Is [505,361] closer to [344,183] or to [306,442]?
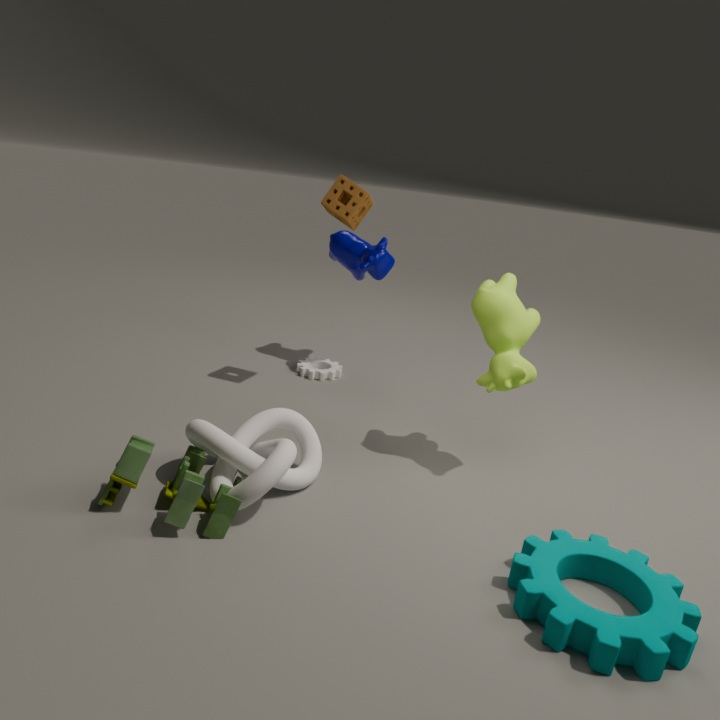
[344,183]
